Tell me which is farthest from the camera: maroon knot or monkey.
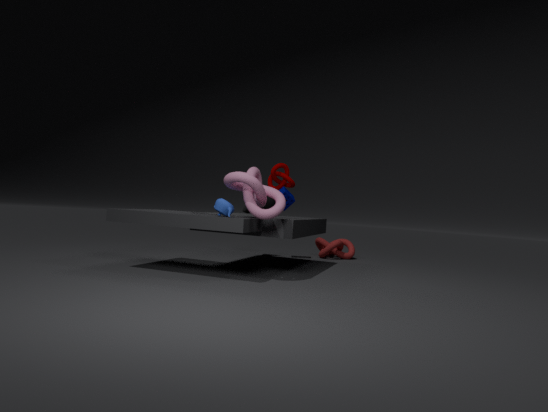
monkey
